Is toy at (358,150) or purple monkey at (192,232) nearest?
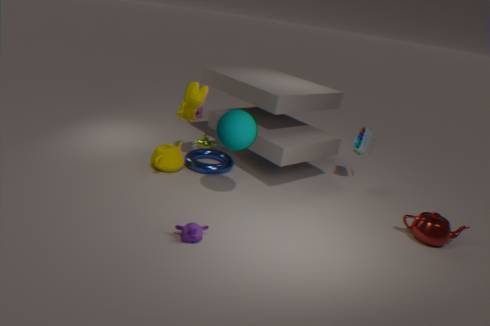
purple monkey at (192,232)
